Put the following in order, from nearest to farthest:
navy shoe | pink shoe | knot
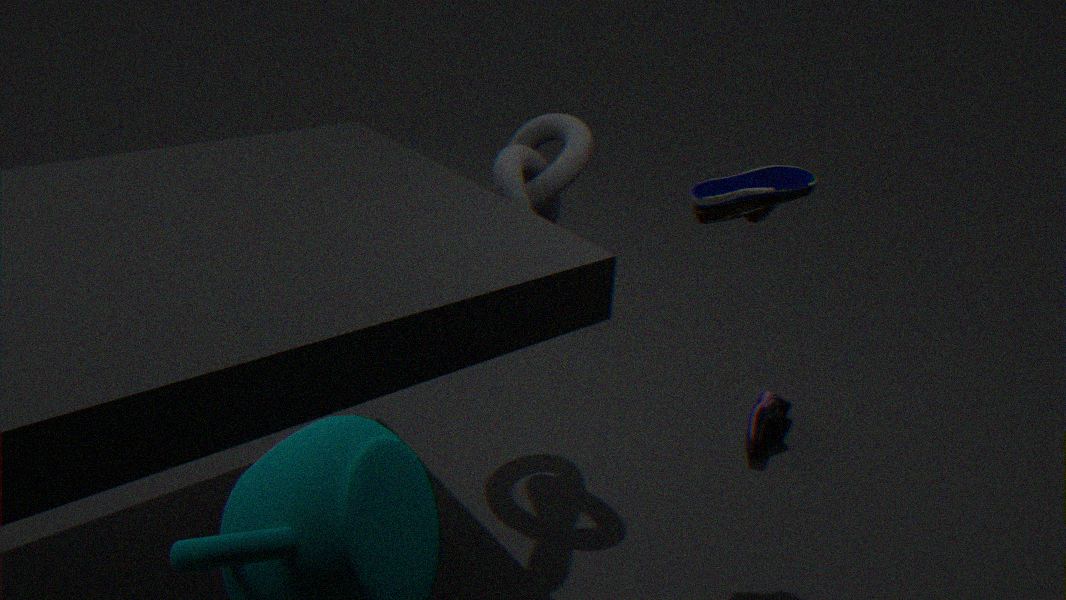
navy shoe → knot → pink shoe
